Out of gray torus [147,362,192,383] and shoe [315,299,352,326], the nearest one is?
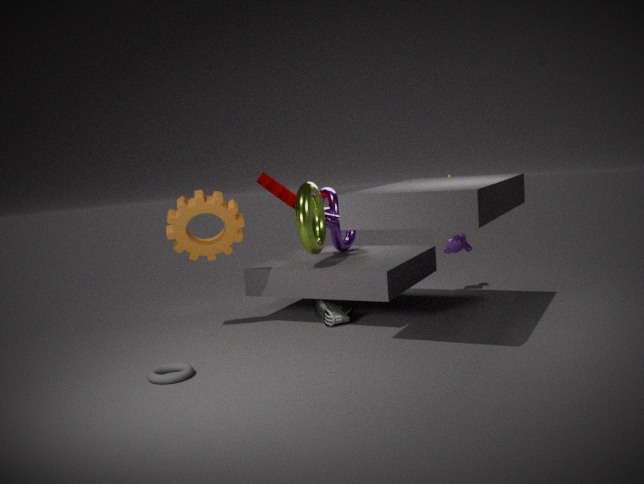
gray torus [147,362,192,383]
